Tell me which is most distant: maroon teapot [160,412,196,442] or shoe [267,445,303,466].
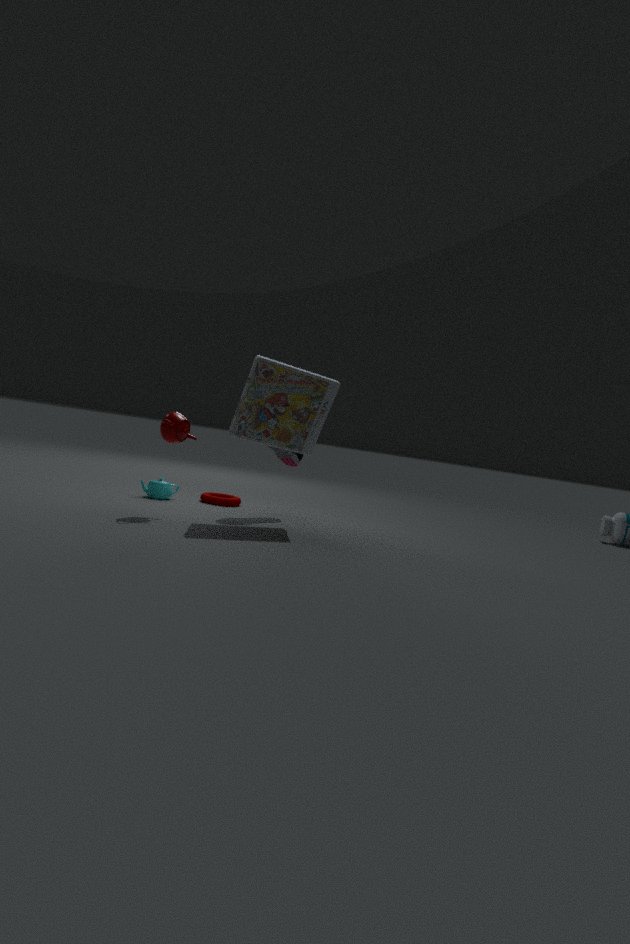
shoe [267,445,303,466]
